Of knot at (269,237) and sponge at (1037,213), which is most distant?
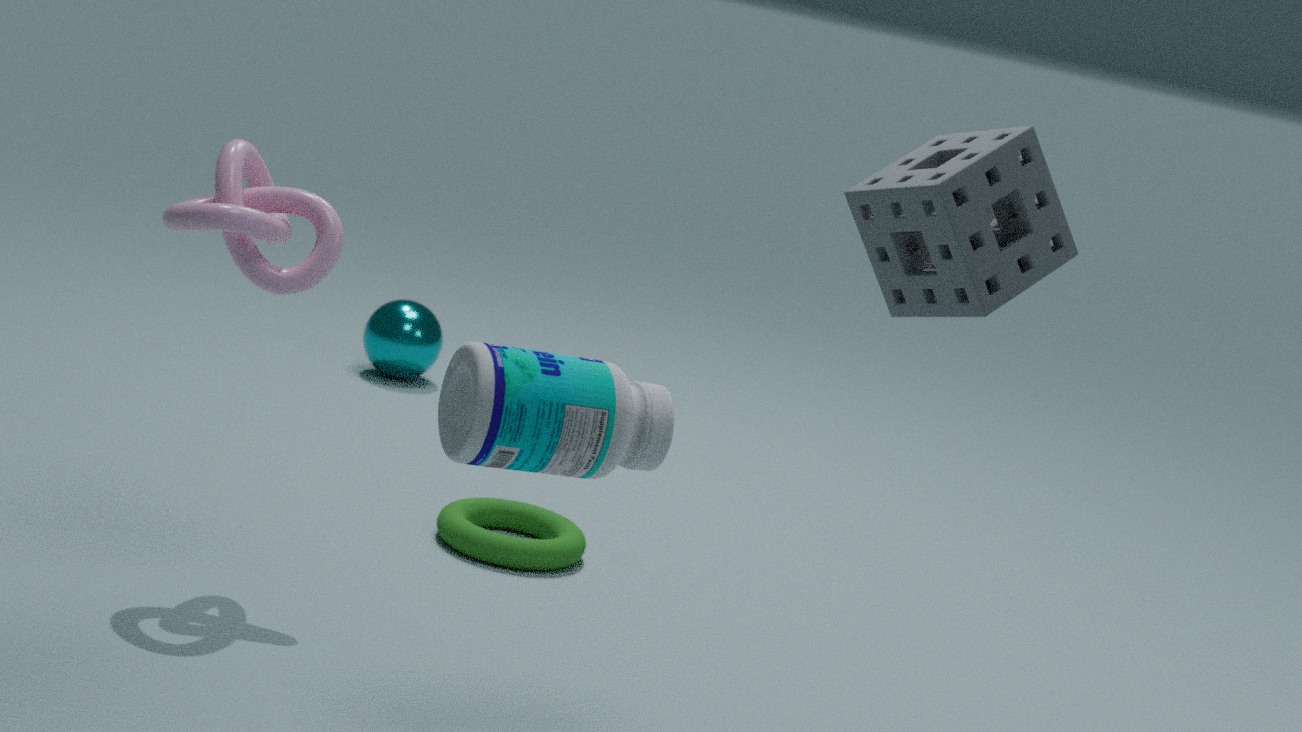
knot at (269,237)
